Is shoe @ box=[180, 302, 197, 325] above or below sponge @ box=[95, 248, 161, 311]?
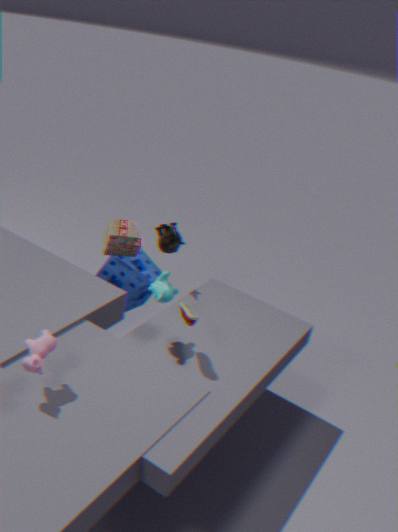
above
